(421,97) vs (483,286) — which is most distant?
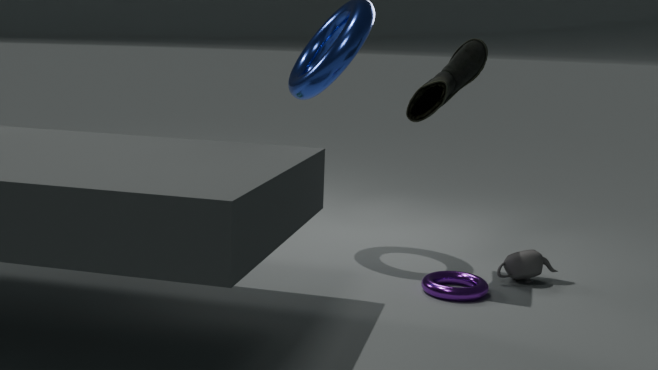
(421,97)
